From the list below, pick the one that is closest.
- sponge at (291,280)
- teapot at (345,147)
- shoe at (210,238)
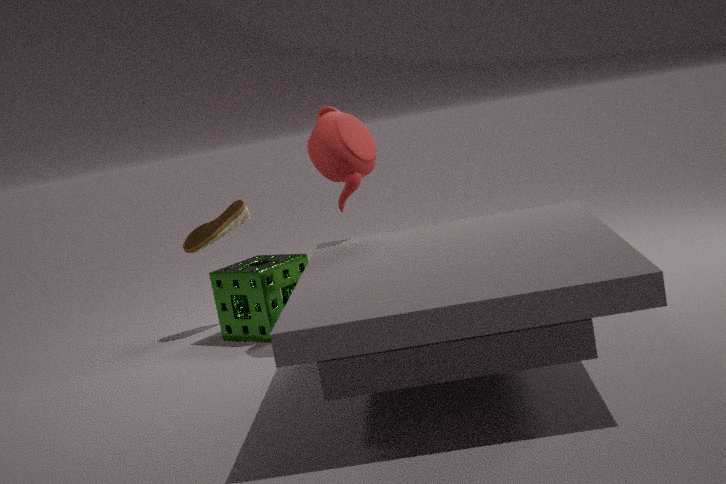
teapot at (345,147)
